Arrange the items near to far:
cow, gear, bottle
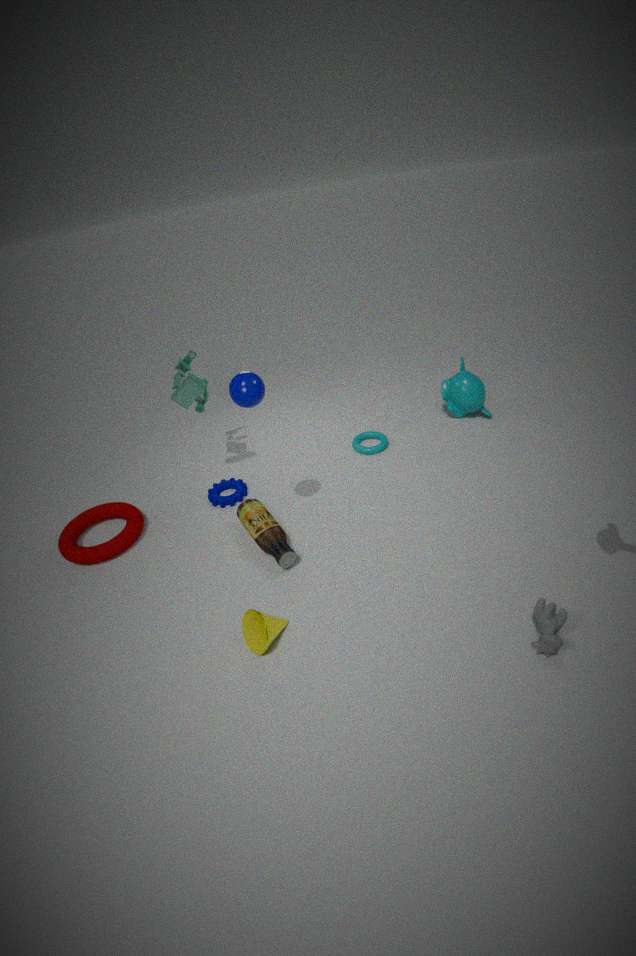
cow, bottle, gear
